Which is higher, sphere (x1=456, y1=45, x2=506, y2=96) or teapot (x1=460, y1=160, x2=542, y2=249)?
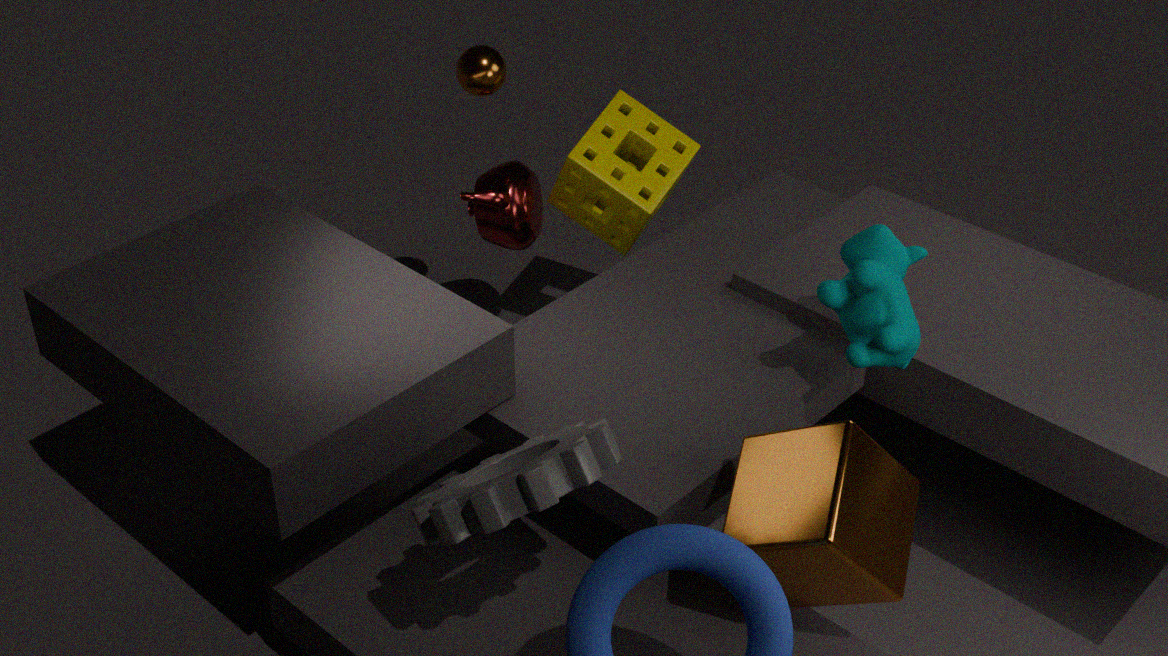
sphere (x1=456, y1=45, x2=506, y2=96)
